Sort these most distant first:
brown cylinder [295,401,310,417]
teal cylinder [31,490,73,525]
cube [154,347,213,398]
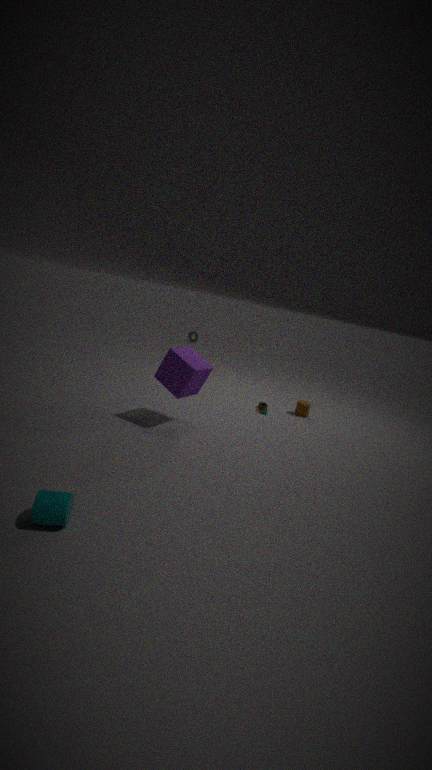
brown cylinder [295,401,310,417] → cube [154,347,213,398] → teal cylinder [31,490,73,525]
